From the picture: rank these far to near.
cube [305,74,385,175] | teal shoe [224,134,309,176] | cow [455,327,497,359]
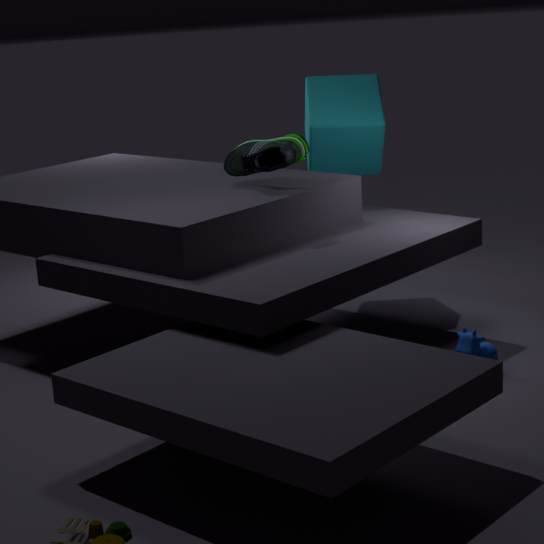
cube [305,74,385,175]
teal shoe [224,134,309,176]
cow [455,327,497,359]
